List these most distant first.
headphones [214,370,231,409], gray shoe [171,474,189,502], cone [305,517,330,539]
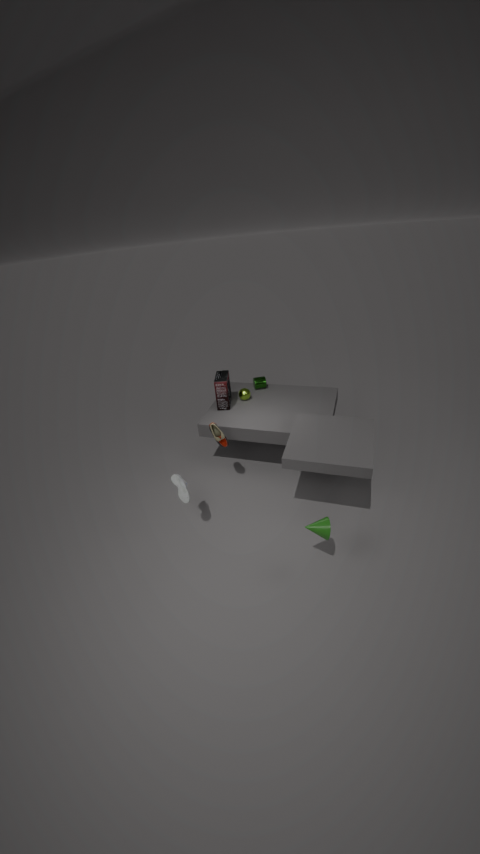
headphones [214,370,231,409] < gray shoe [171,474,189,502] < cone [305,517,330,539]
